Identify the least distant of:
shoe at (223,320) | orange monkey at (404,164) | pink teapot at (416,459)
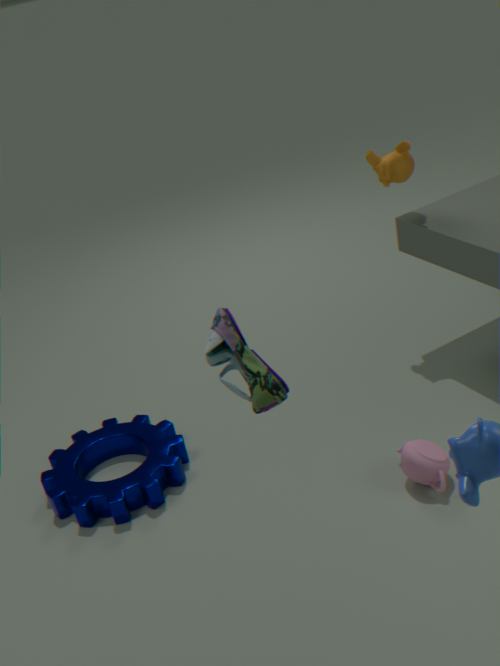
shoe at (223,320)
